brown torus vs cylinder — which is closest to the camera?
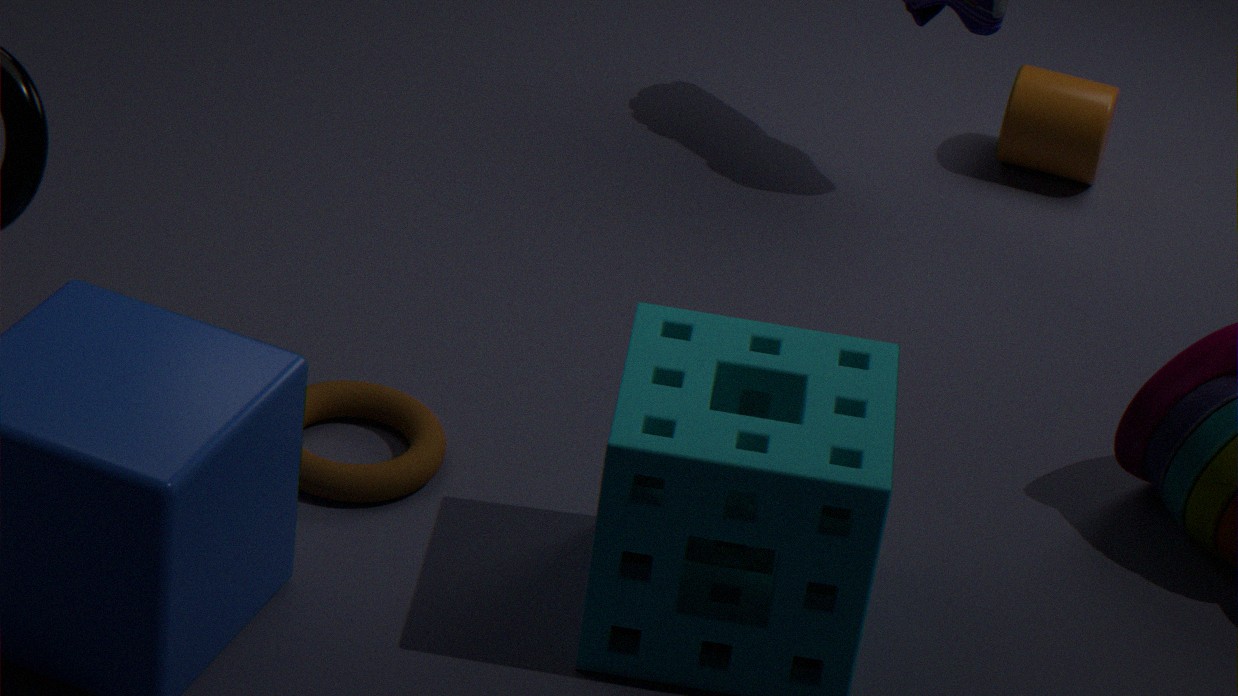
brown torus
